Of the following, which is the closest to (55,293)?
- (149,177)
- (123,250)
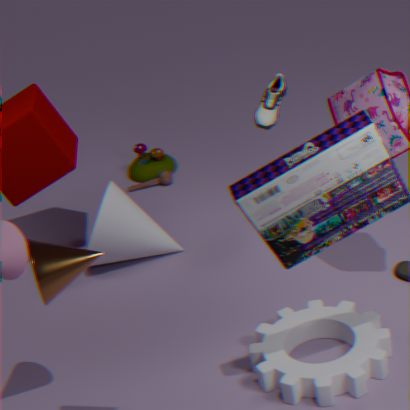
(123,250)
